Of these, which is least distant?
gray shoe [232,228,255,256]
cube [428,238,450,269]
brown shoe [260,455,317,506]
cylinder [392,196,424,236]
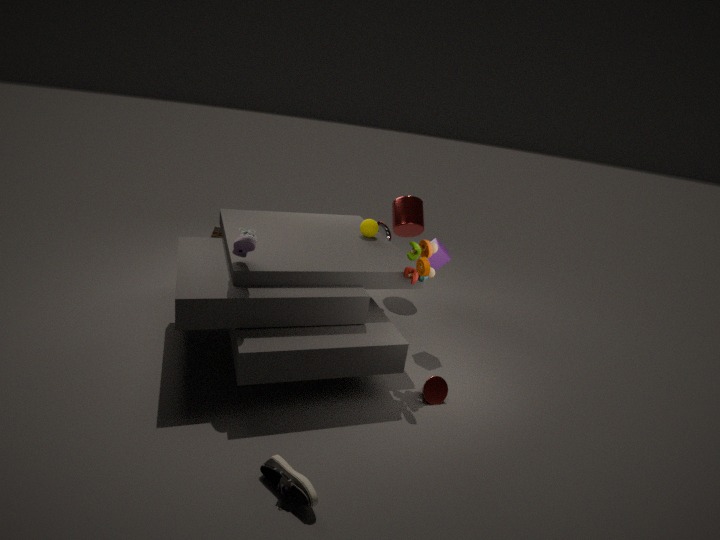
brown shoe [260,455,317,506]
